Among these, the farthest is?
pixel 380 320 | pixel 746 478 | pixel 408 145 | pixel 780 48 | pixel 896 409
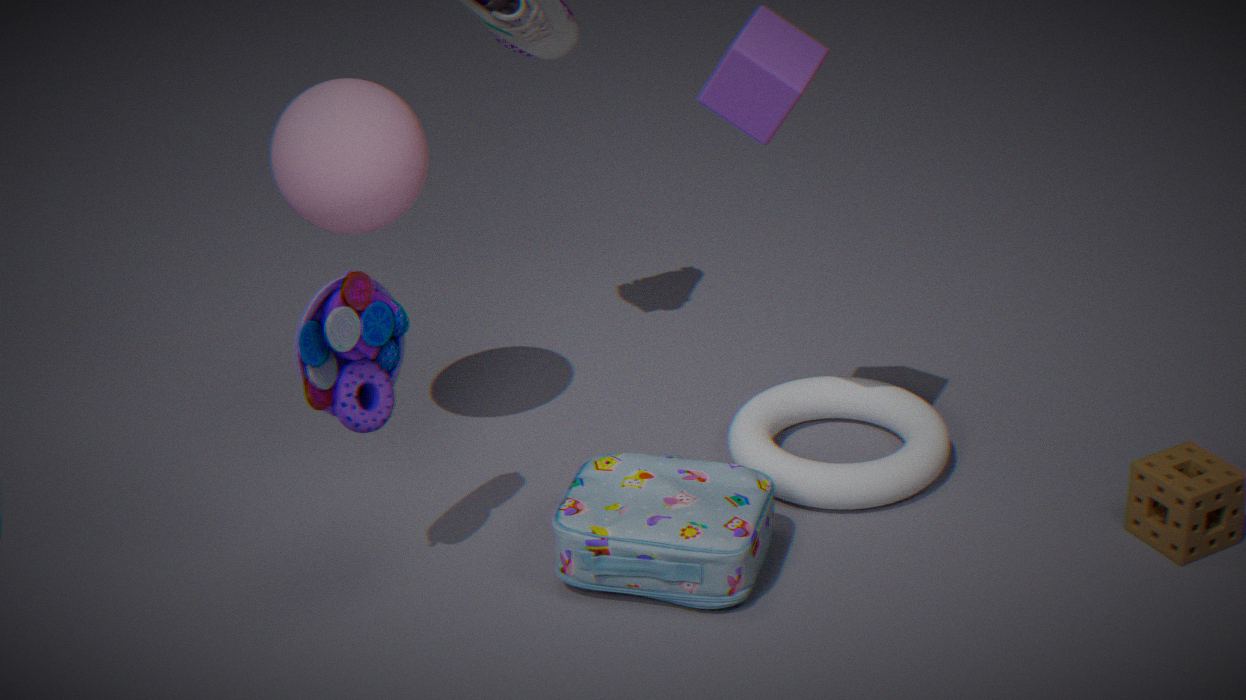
pixel 896 409
